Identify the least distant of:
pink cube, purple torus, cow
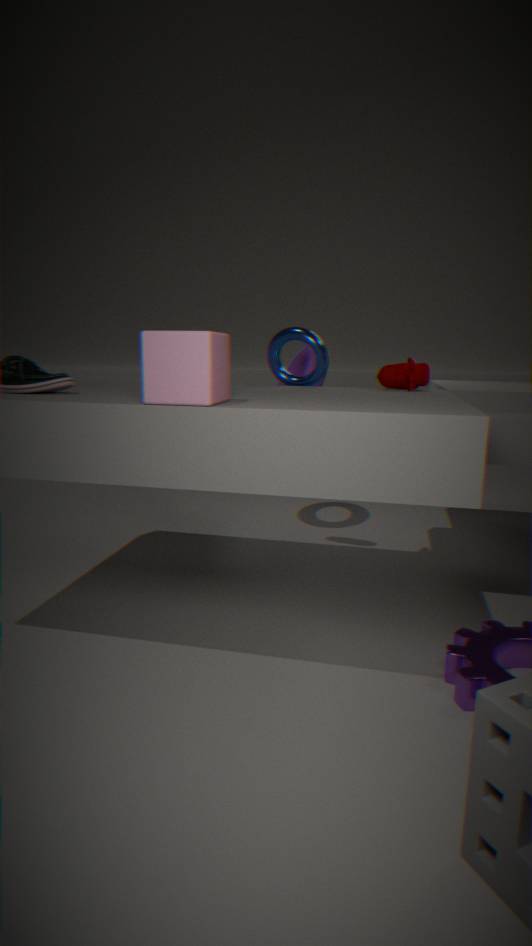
pink cube
